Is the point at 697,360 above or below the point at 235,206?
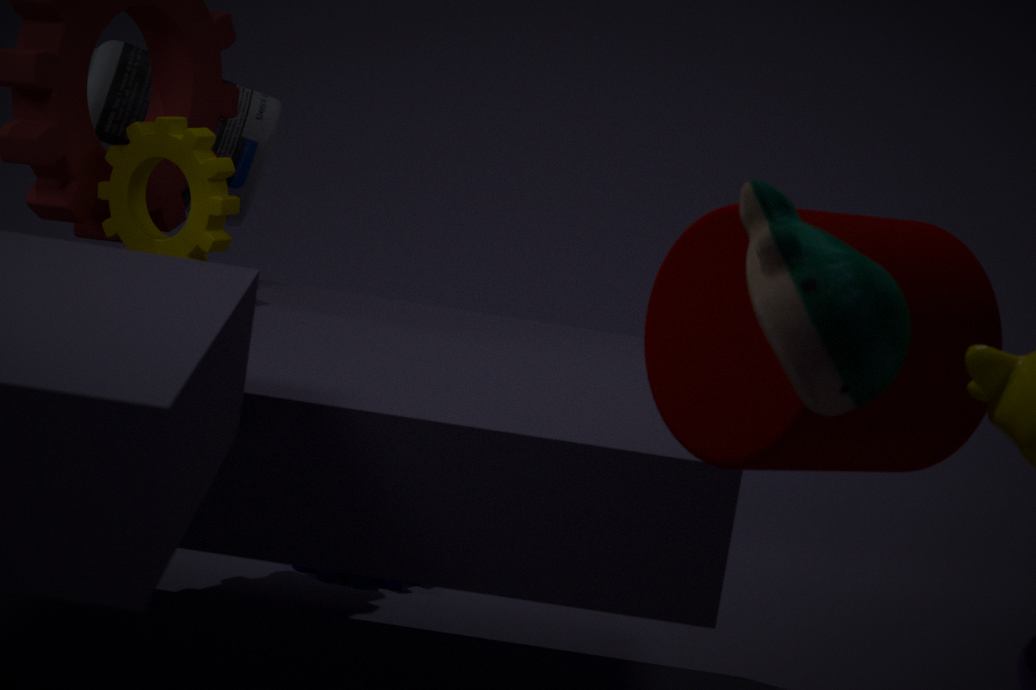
above
